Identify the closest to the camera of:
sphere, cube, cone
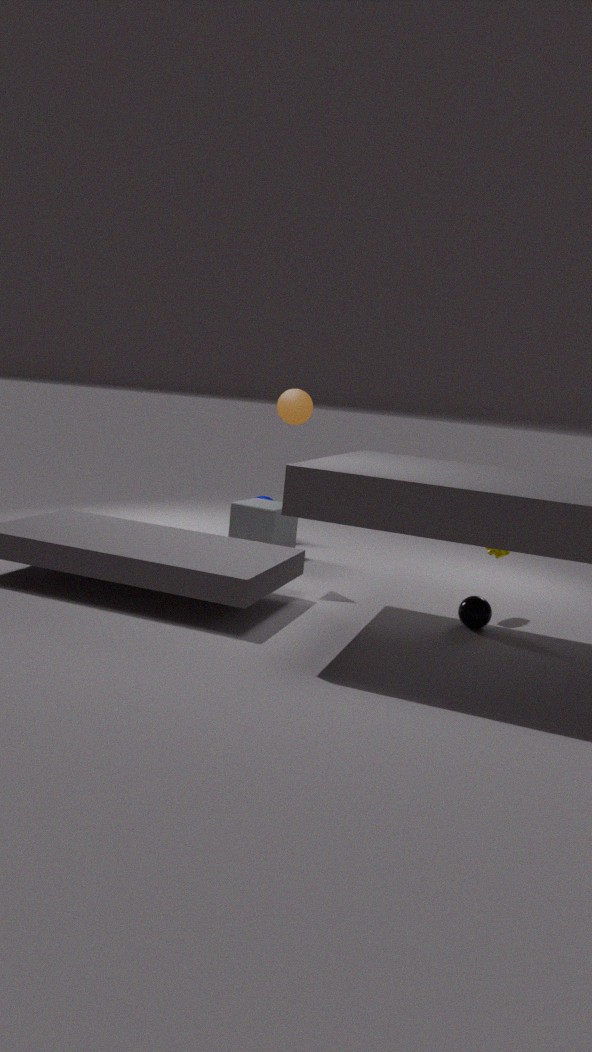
sphere
